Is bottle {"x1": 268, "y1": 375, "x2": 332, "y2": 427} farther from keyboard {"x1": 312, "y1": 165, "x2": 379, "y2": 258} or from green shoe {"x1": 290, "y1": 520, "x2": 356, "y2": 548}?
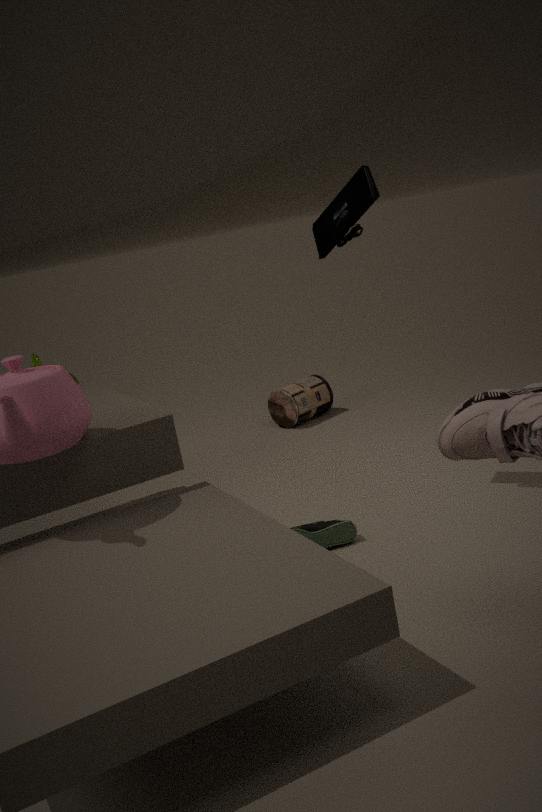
keyboard {"x1": 312, "y1": 165, "x2": 379, "y2": 258}
